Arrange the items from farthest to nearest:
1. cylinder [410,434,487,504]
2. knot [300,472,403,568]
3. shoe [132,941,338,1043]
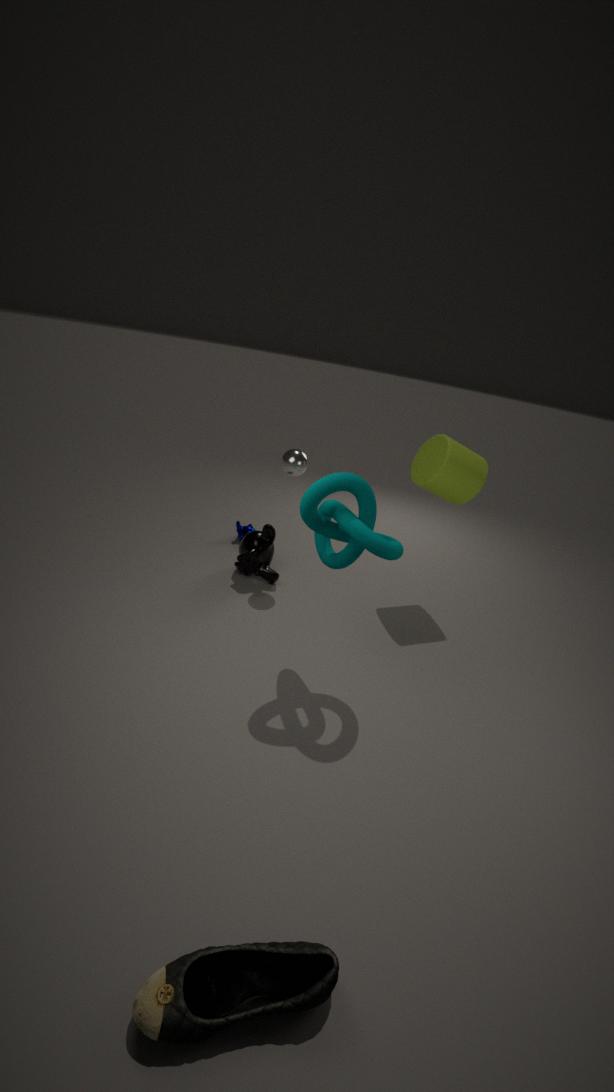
1. cylinder [410,434,487,504]
2. knot [300,472,403,568]
3. shoe [132,941,338,1043]
